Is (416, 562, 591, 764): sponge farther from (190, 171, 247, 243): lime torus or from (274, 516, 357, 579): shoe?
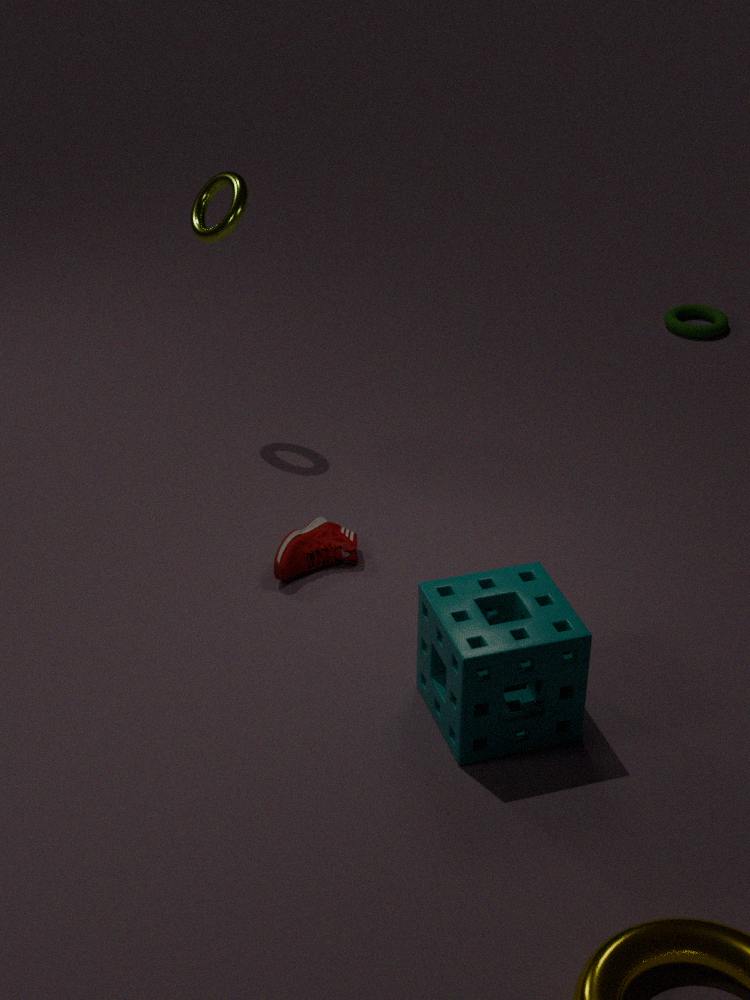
(190, 171, 247, 243): lime torus
